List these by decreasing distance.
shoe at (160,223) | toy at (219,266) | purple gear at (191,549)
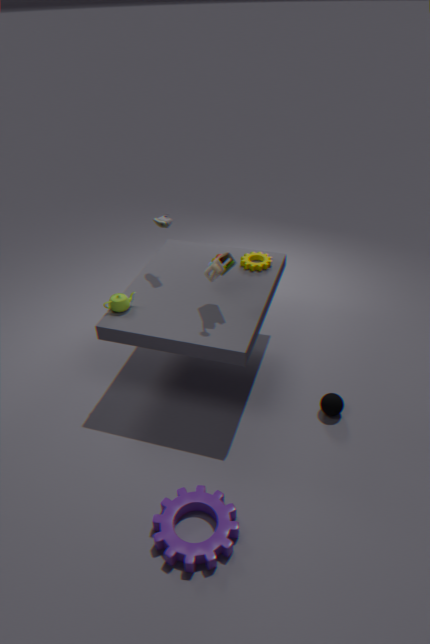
1. shoe at (160,223)
2. toy at (219,266)
3. purple gear at (191,549)
